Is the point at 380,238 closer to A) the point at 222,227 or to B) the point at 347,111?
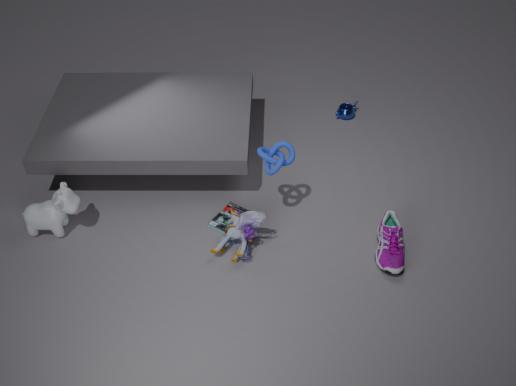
A) the point at 222,227
